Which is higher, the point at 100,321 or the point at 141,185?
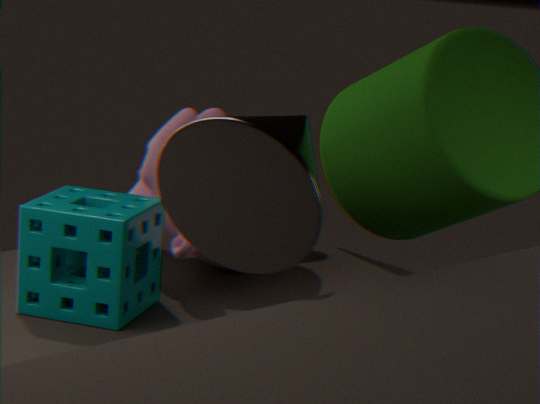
the point at 141,185
